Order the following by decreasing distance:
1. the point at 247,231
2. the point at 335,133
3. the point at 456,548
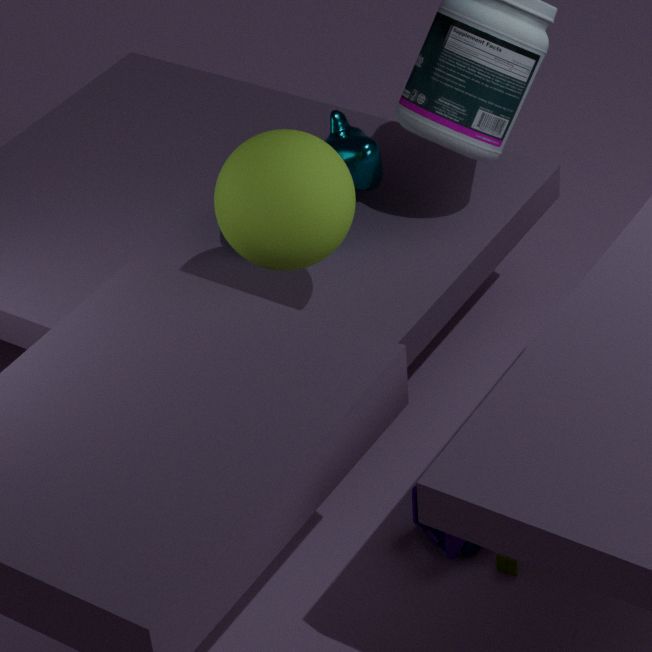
the point at 335,133
the point at 456,548
the point at 247,231
